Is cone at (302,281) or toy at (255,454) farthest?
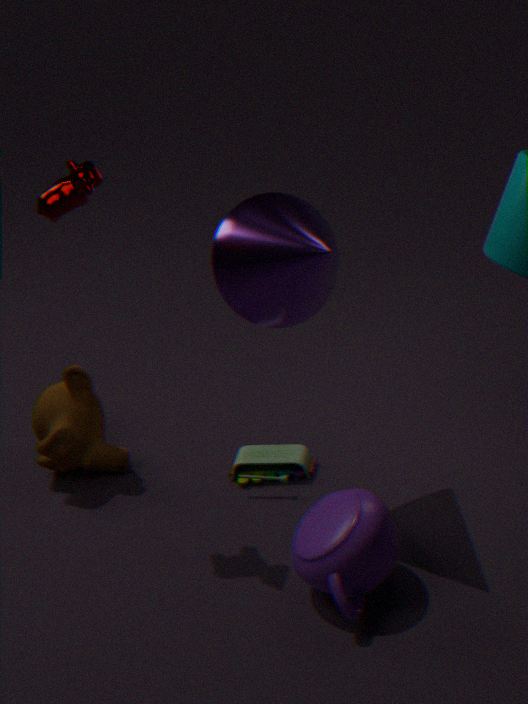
toy at (255,454)
